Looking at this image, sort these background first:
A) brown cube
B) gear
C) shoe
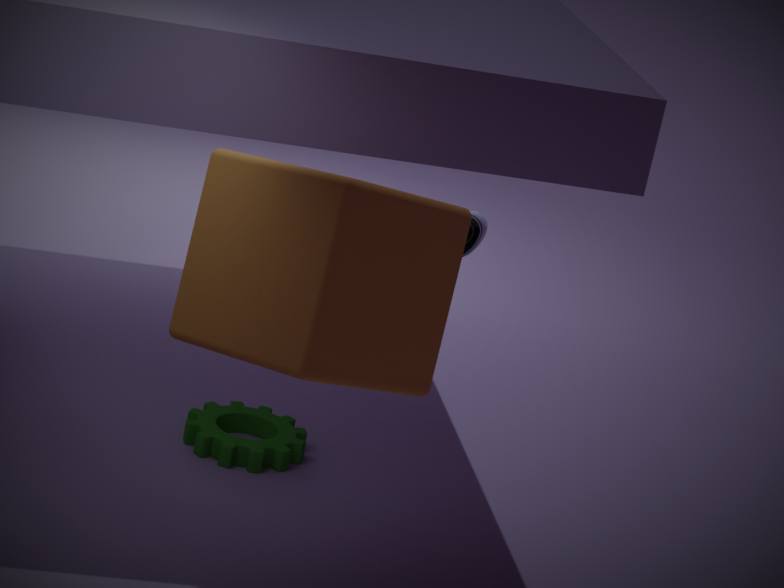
gear < shoe < brown cube
